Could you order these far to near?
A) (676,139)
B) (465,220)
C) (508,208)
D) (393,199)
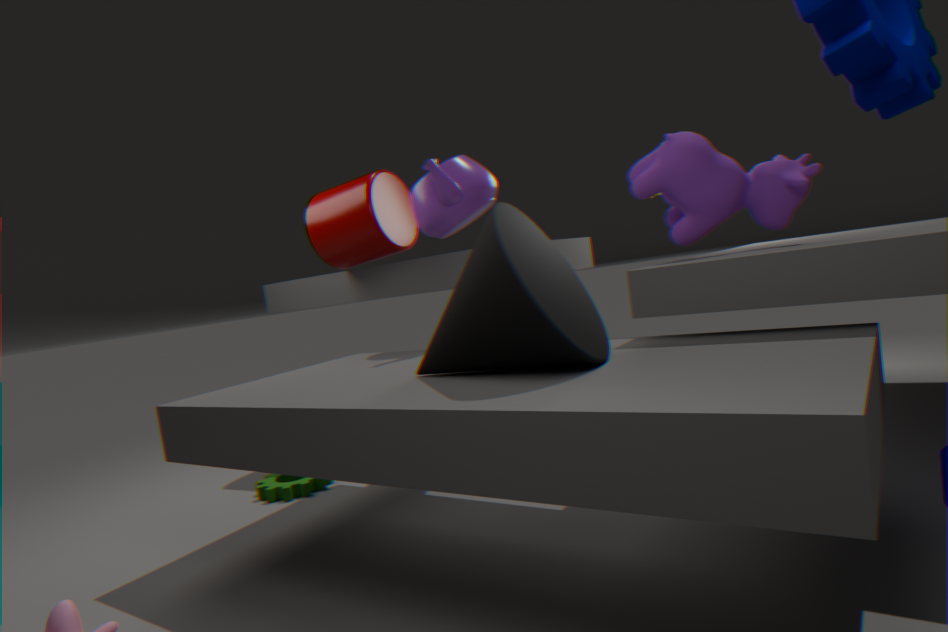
1. (393,199)
2. (465,220)
3. (676,139)
4. (508,208)
